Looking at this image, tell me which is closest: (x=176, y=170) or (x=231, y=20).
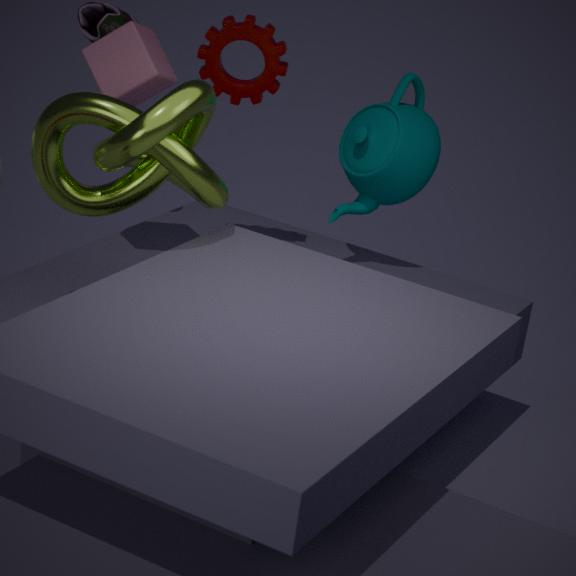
(x=176, y=170)
